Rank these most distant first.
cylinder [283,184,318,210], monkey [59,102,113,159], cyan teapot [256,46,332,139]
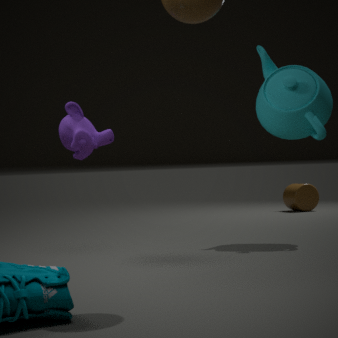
cylinder [283,184,318,210], cyan teapot [256,46,332,139], monkey [59,102,113,159]
